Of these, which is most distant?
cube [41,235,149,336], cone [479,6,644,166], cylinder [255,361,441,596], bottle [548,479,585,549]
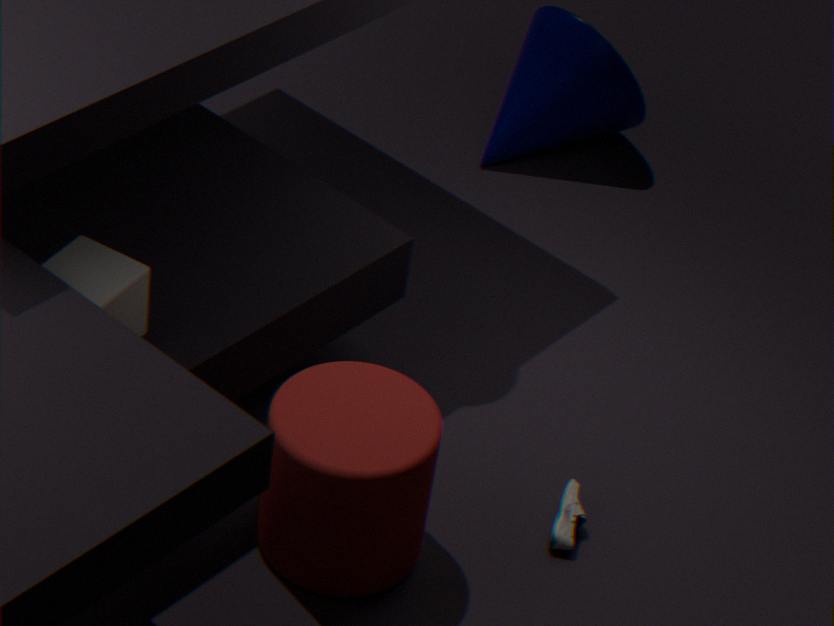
cone [479,6,644,166]
